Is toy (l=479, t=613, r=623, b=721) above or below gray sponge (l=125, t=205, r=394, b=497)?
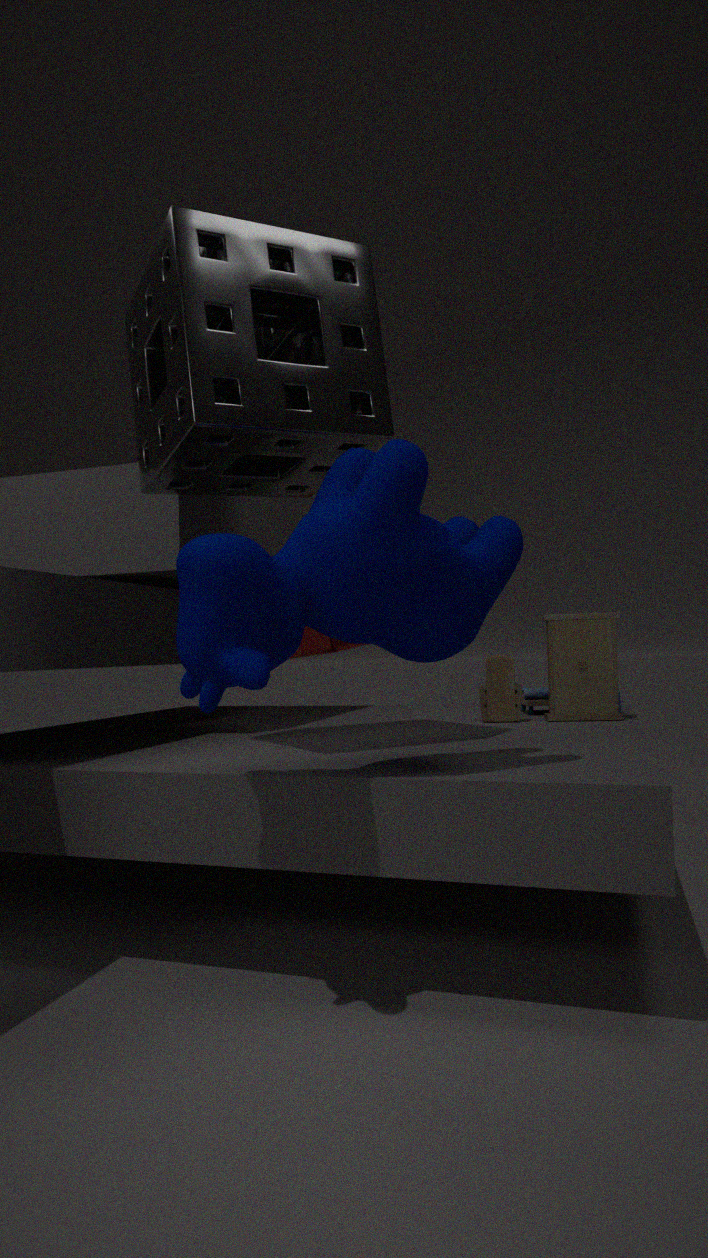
below
